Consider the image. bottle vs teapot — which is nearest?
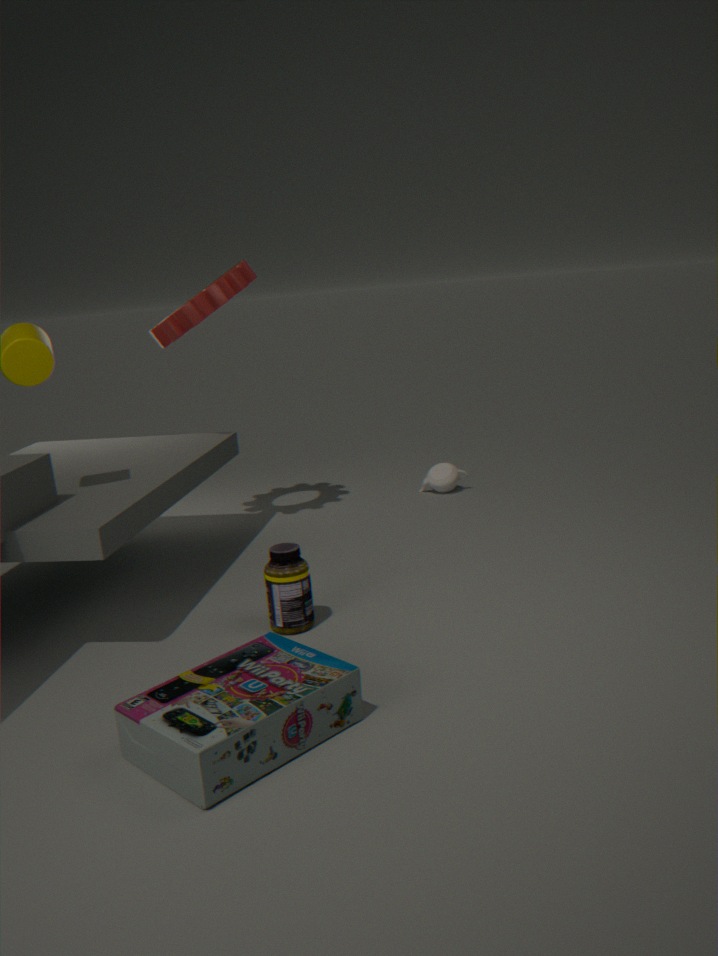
bottle
